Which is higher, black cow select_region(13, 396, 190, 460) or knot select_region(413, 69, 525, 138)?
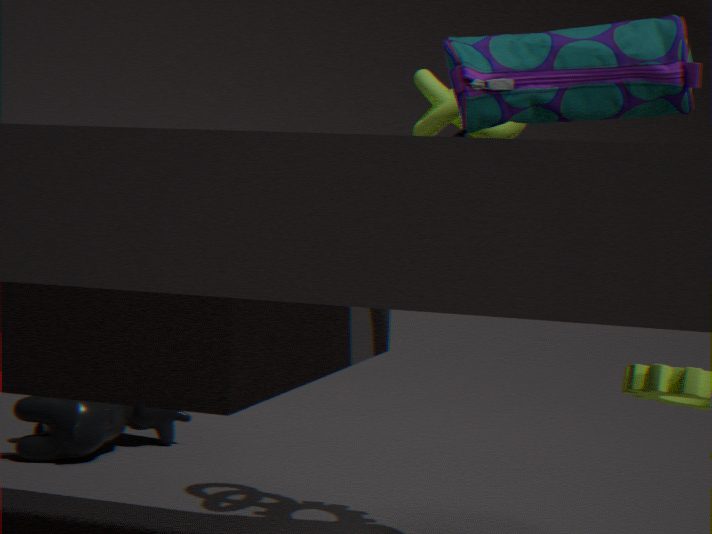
knot select_region(413, 69, 525, 138)
